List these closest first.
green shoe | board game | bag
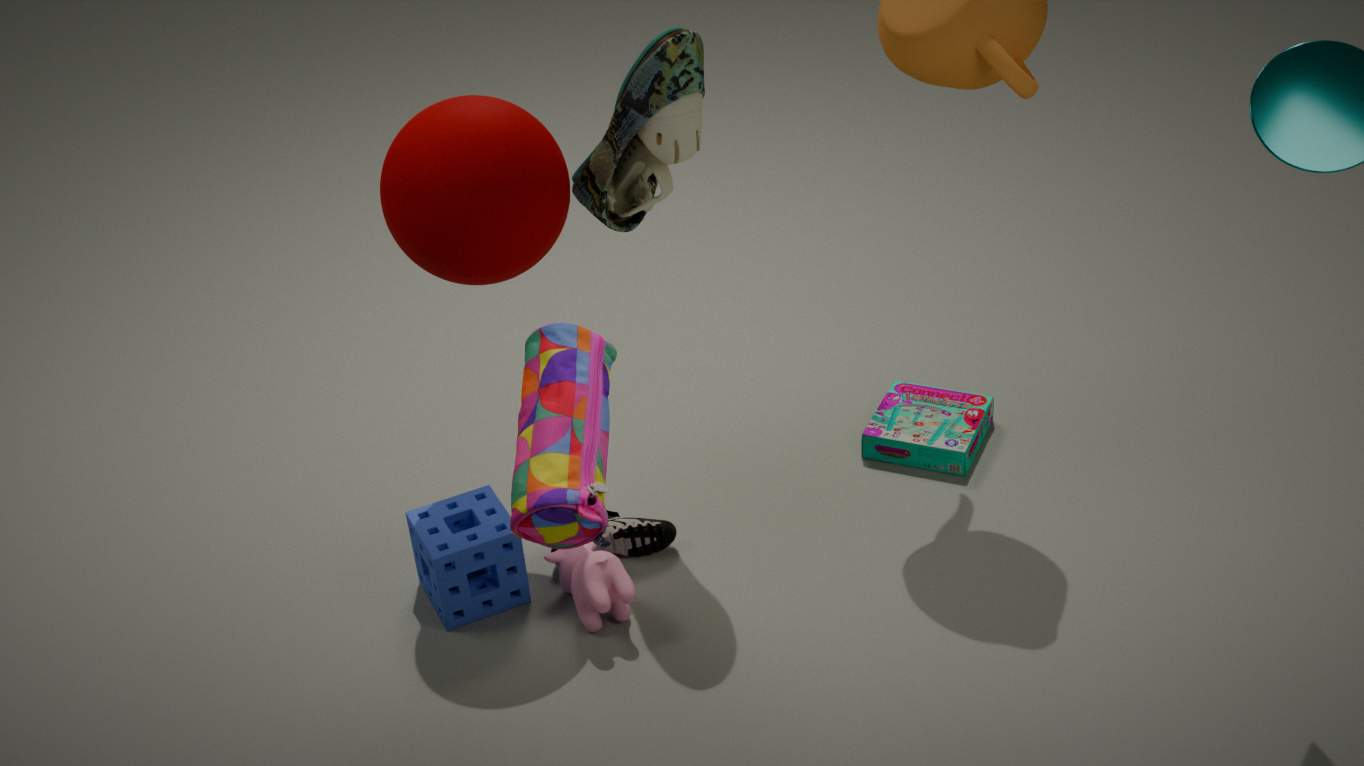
1. bag
2. green shoe
3. board game
